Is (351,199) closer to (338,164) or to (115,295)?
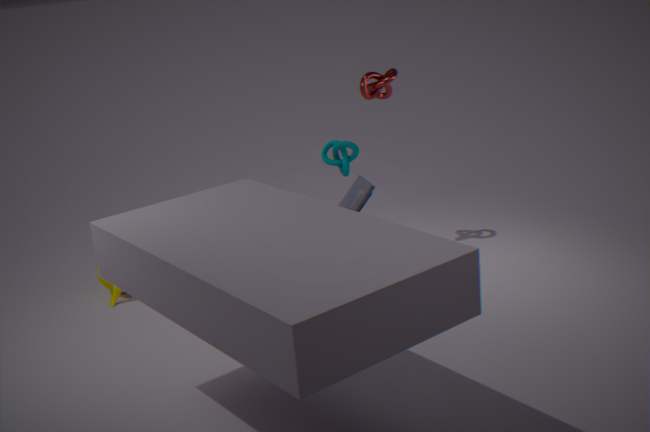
(338,164)
